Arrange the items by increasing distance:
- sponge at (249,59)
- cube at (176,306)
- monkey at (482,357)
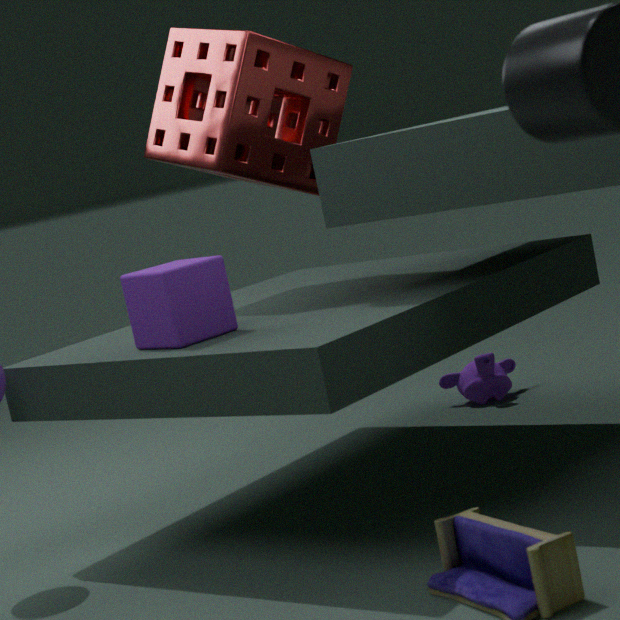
cube at (176,306), sponge at (249,59), monkey at (482,357)
